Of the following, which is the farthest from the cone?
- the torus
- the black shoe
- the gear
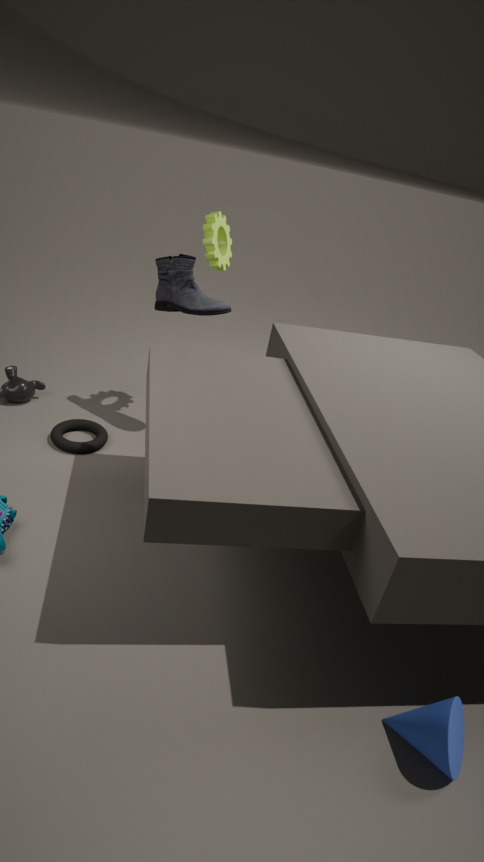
the gear
